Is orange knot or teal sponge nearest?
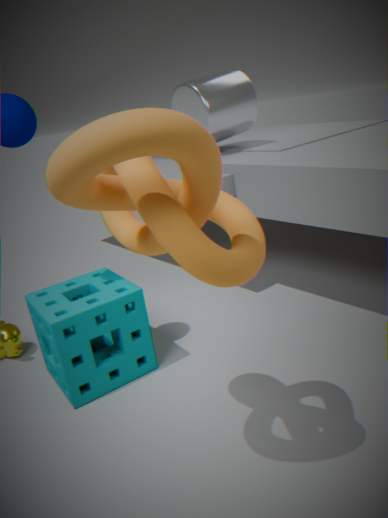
orange knot
